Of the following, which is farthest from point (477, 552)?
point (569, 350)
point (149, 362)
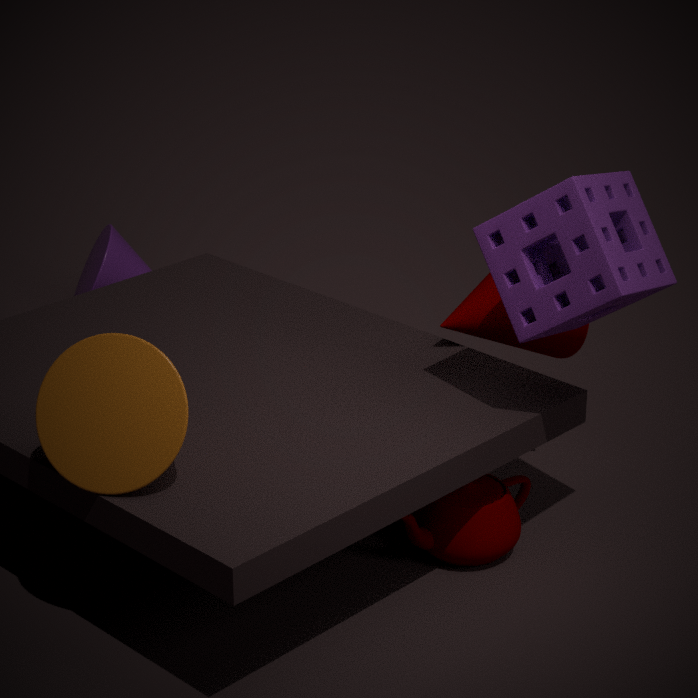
point (149, 362)
